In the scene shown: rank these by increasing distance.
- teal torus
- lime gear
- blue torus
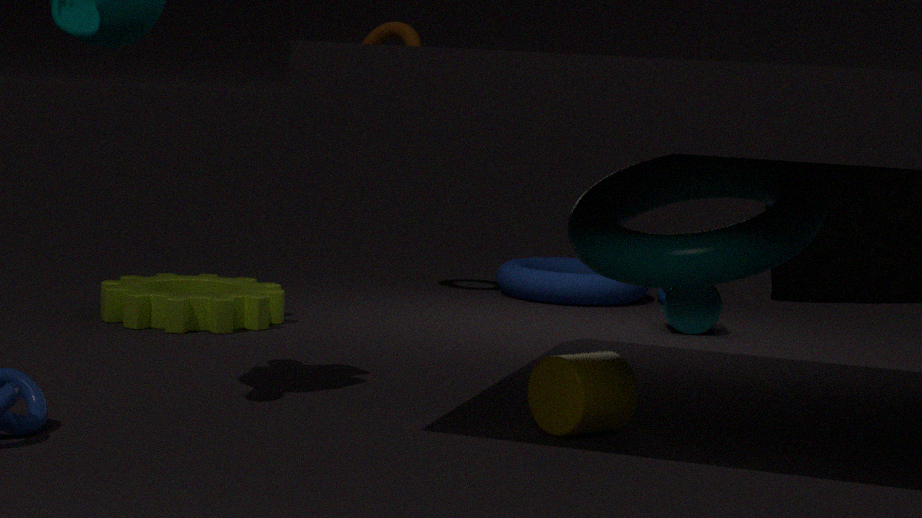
teal torus < lime gear < blue torus
